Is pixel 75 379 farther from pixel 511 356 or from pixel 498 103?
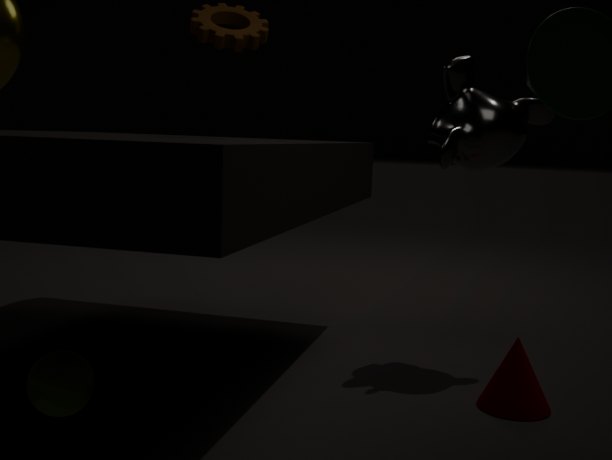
pixel 498 103
